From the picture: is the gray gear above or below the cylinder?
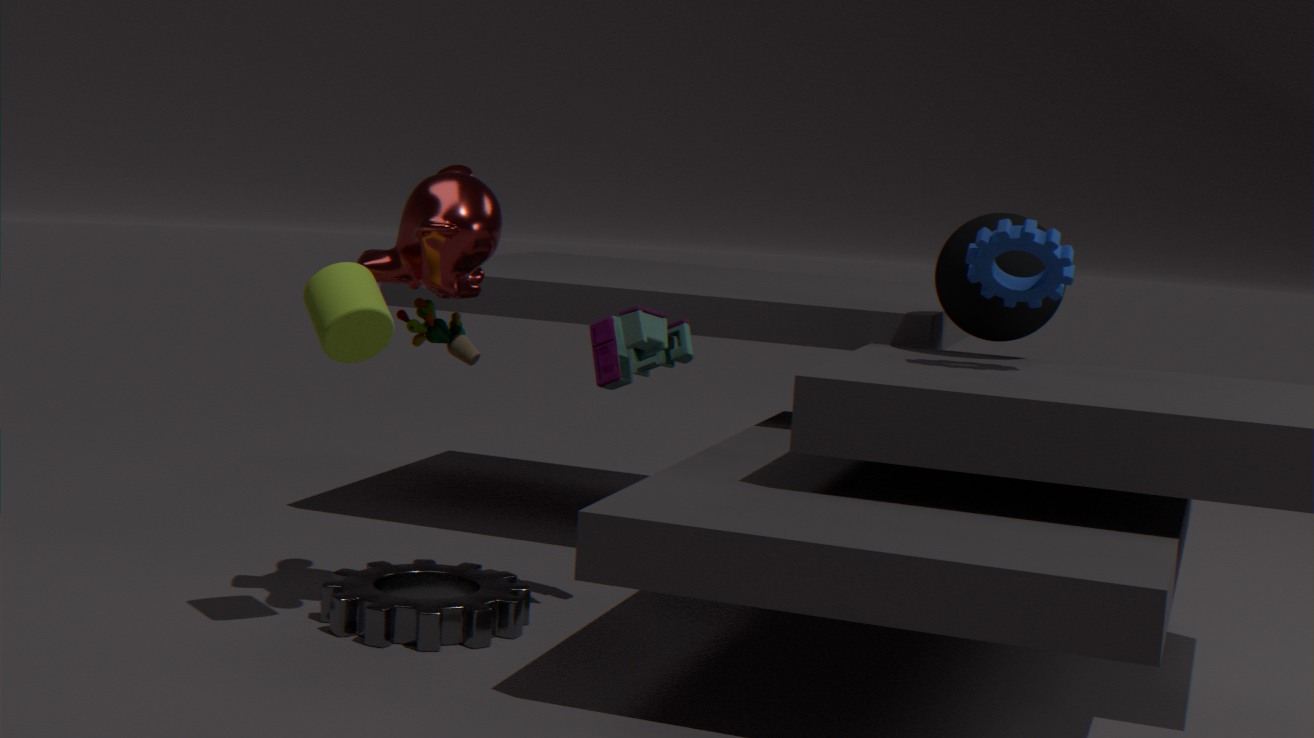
below
